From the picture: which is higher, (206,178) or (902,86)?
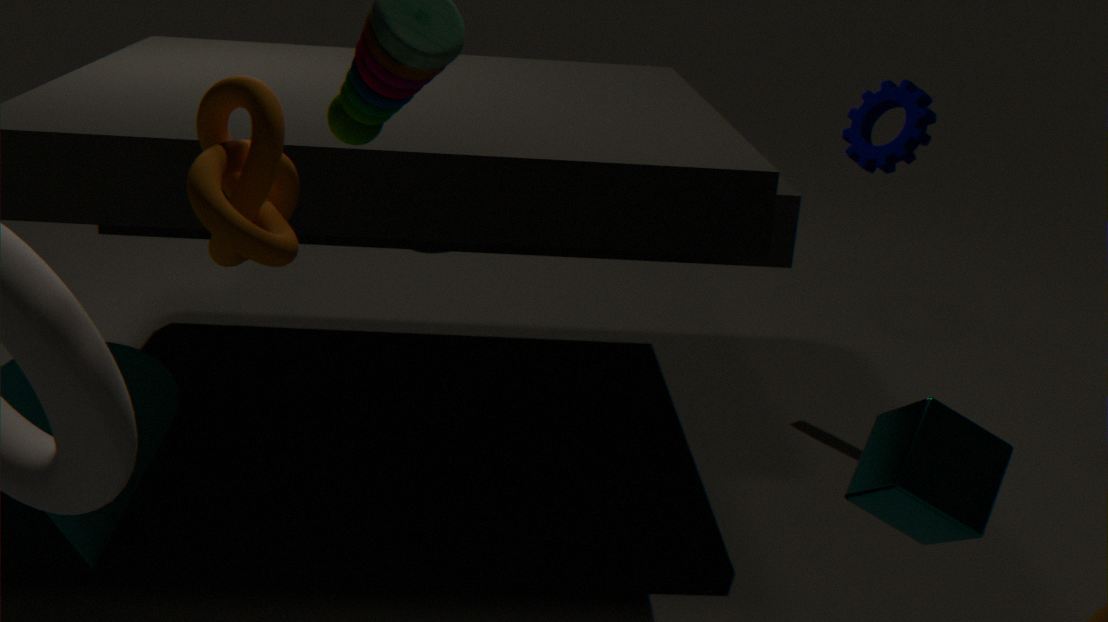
(206,178)
